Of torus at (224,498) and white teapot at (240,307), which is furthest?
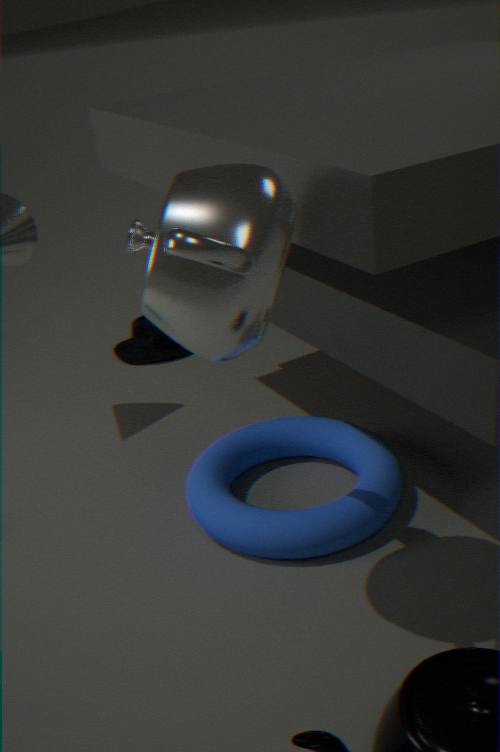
torus at (224,498)
